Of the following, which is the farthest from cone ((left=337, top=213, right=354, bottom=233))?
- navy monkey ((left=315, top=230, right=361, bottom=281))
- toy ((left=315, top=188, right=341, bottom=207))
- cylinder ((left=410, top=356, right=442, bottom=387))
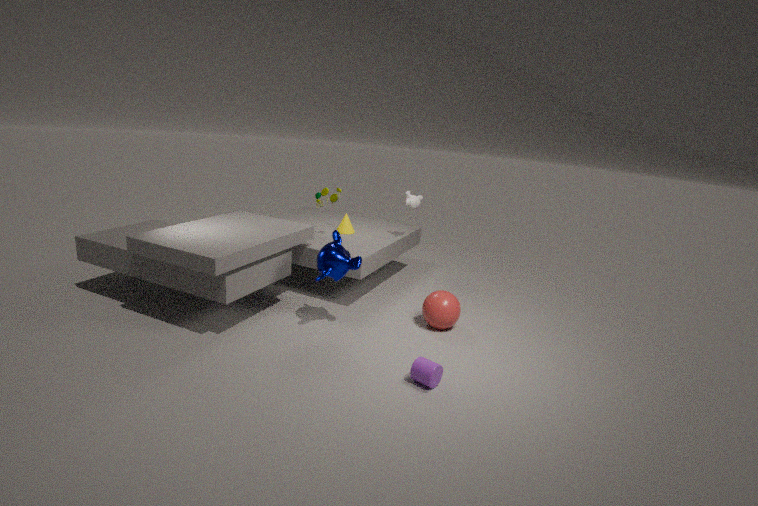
cylinder ((left=410, top=356, right=442, bottom=387))
